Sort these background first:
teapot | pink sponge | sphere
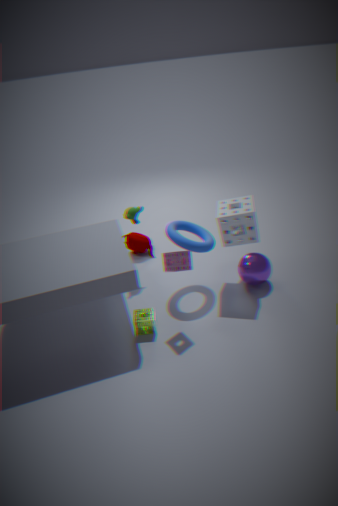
teapot
sphere
pink sponge
